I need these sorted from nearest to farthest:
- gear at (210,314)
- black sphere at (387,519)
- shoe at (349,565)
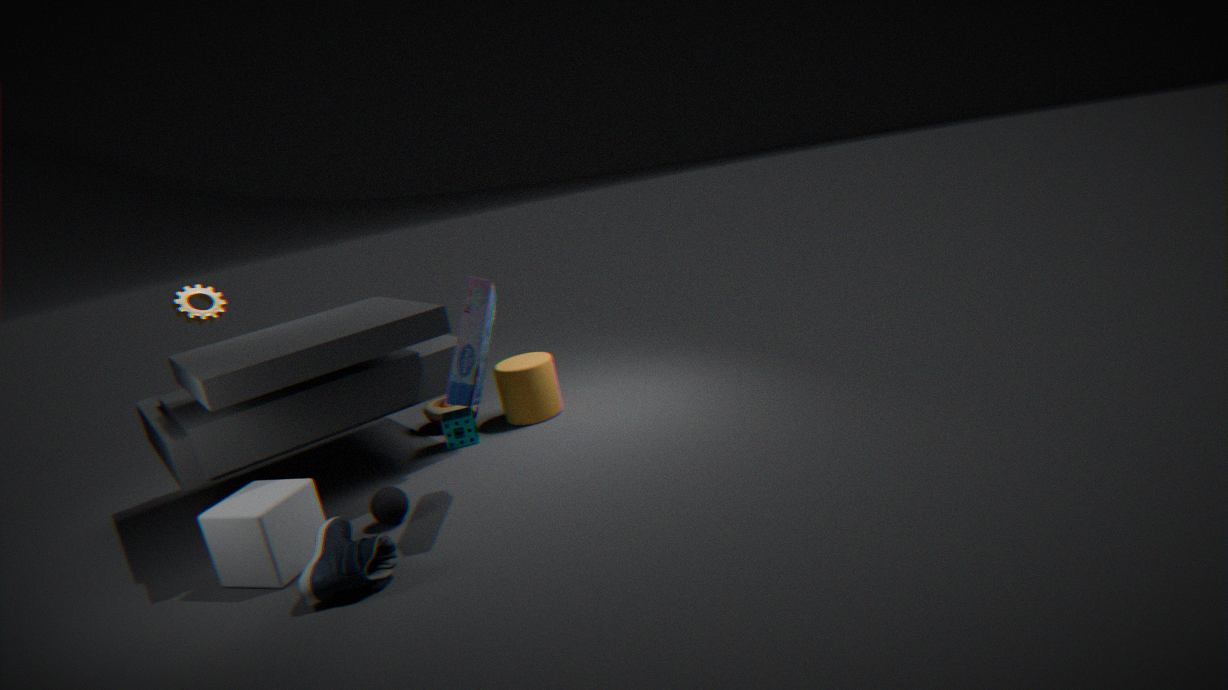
shoe at (349,565) → black sphere at (387,519) → gear at (210,314)
